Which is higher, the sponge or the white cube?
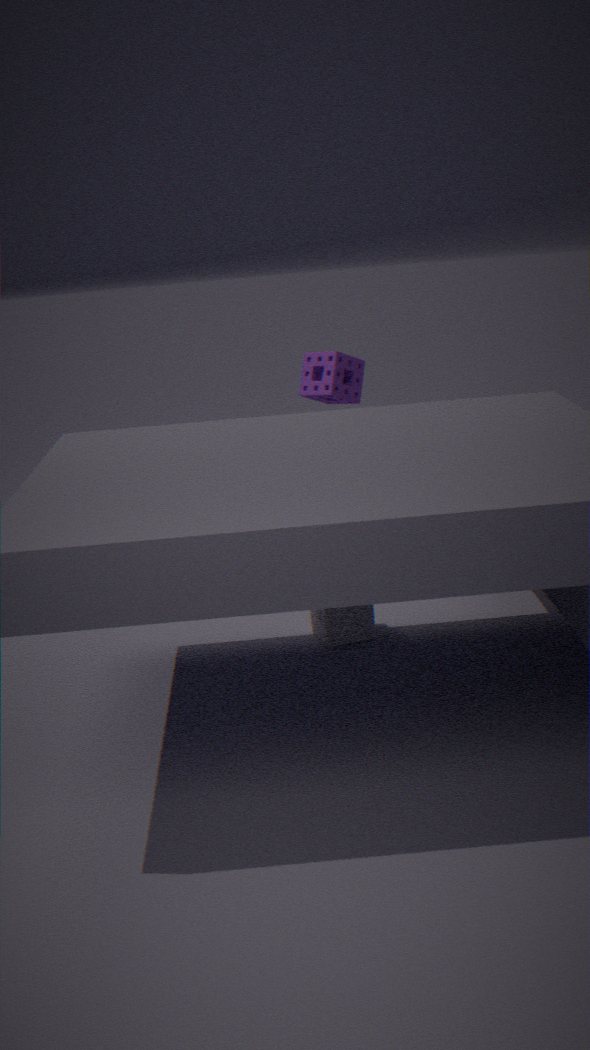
the sponge
